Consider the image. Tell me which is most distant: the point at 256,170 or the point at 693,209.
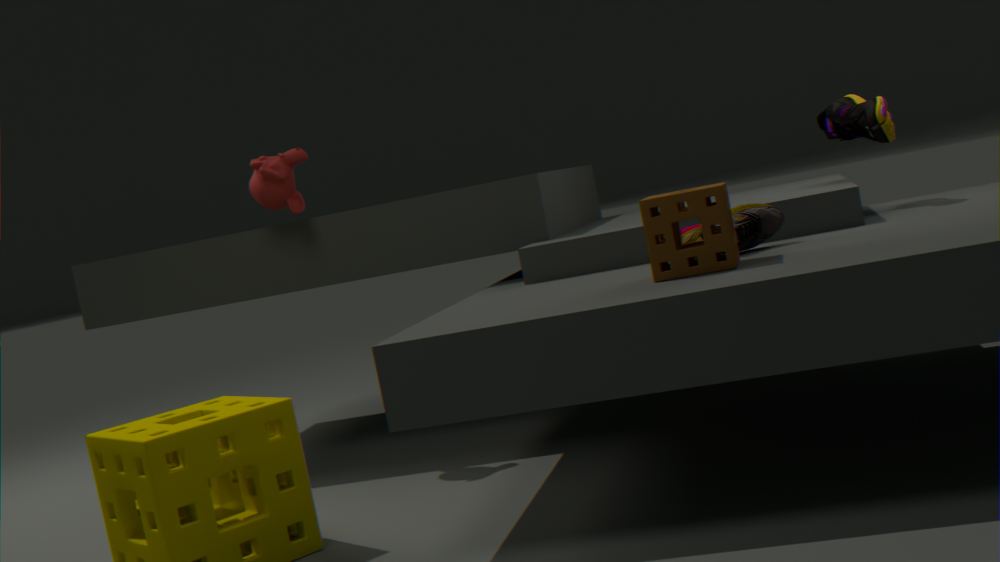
the point at 256,170
